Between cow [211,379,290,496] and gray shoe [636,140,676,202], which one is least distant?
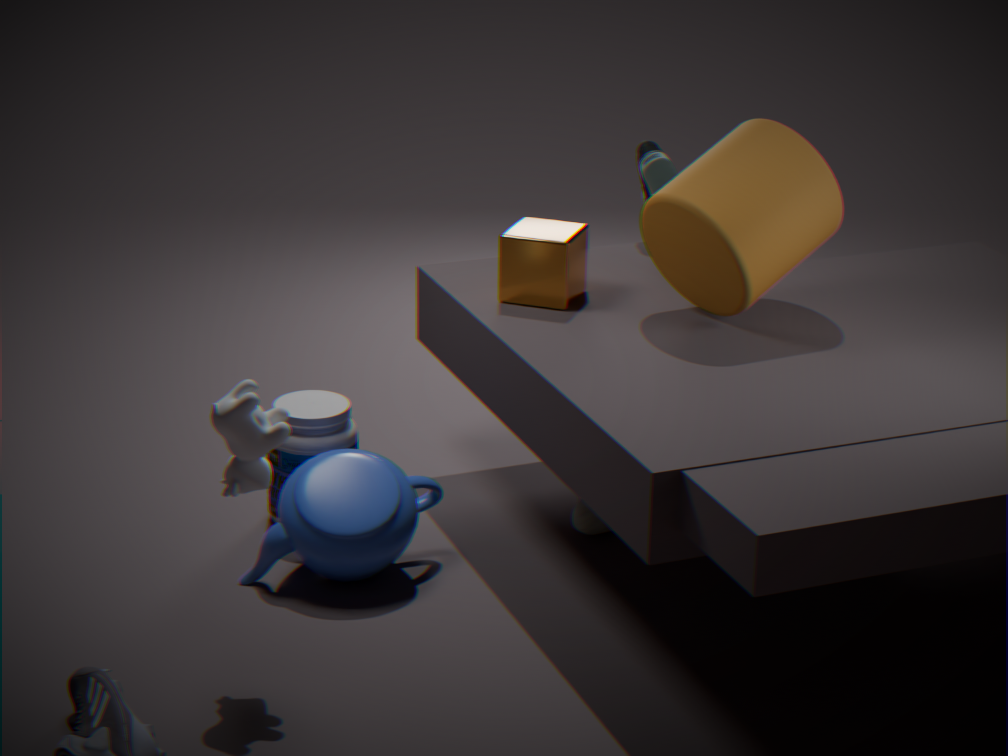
cow [211,379,290,496]
